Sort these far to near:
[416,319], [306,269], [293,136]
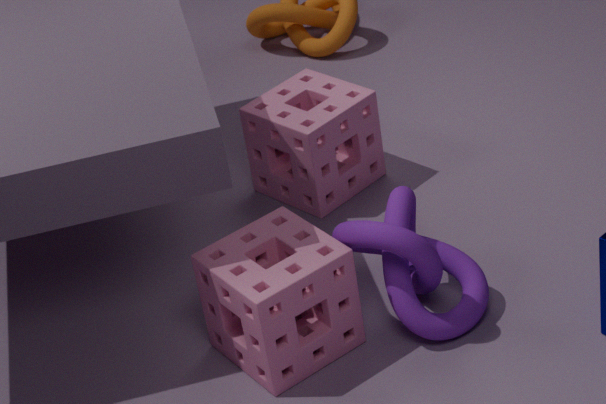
[293,136]
[416,319]
[306,269]
